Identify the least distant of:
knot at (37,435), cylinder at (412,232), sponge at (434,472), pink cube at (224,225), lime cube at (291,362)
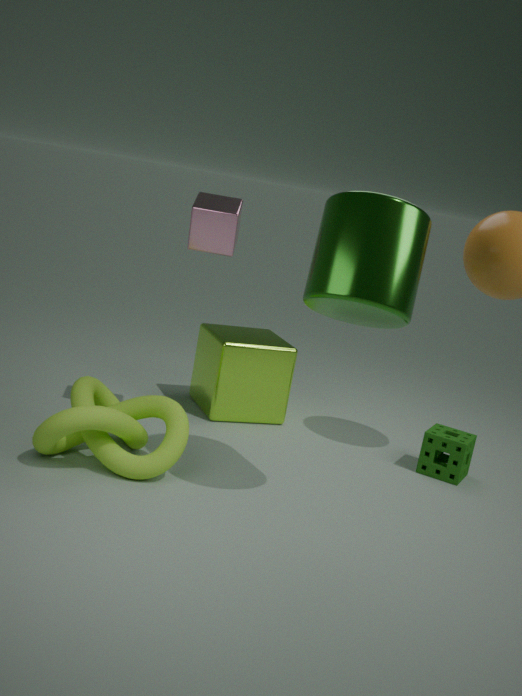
cylinder at (412,232)
